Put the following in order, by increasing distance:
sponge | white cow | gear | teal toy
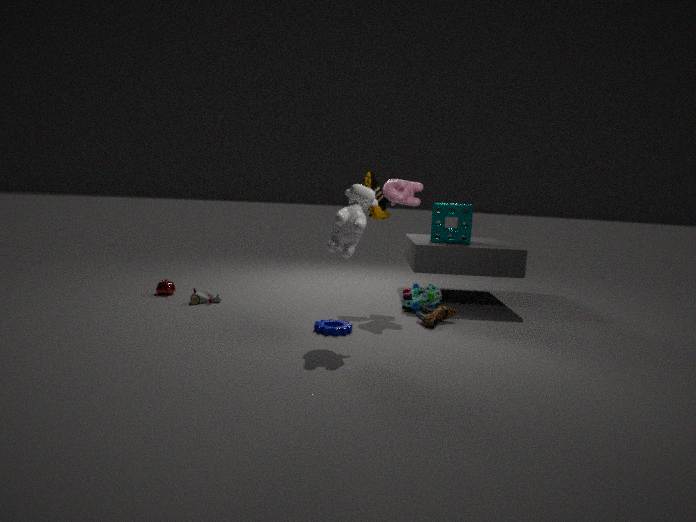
white cow
gear
teal toy
sponge
